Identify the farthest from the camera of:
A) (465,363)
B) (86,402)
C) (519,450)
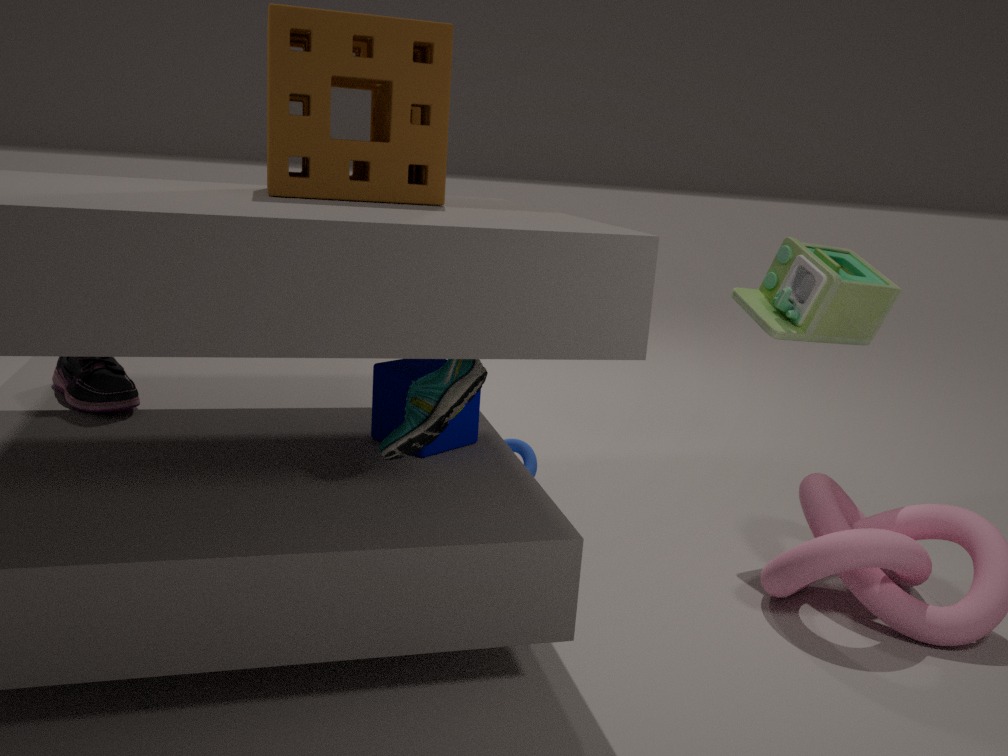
(519,450)
